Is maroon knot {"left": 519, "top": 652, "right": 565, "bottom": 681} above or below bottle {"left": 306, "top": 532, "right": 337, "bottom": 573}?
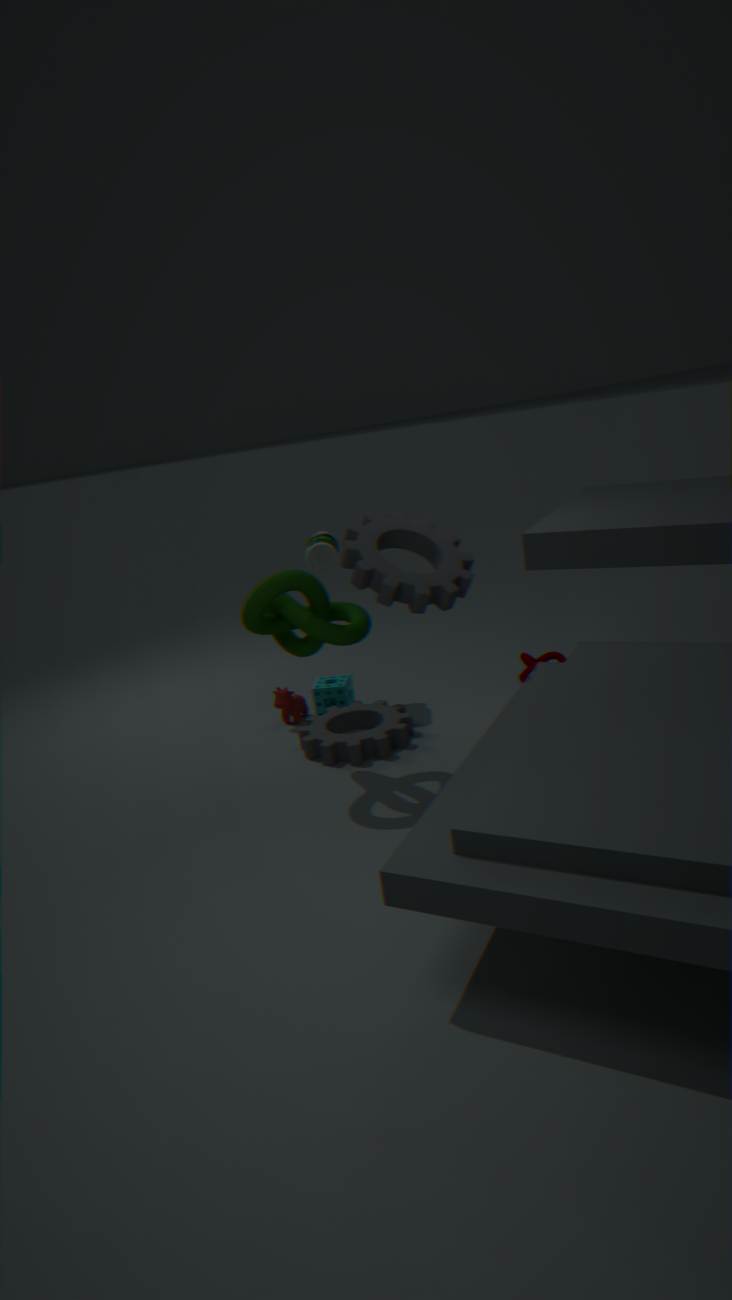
below
